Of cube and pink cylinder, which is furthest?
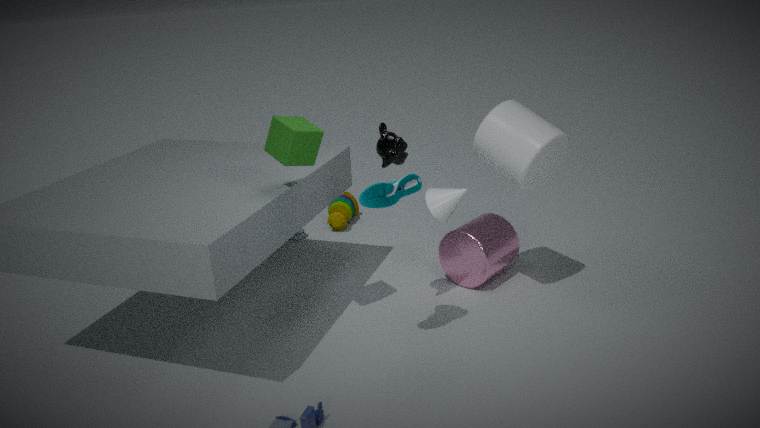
pink cylinder
